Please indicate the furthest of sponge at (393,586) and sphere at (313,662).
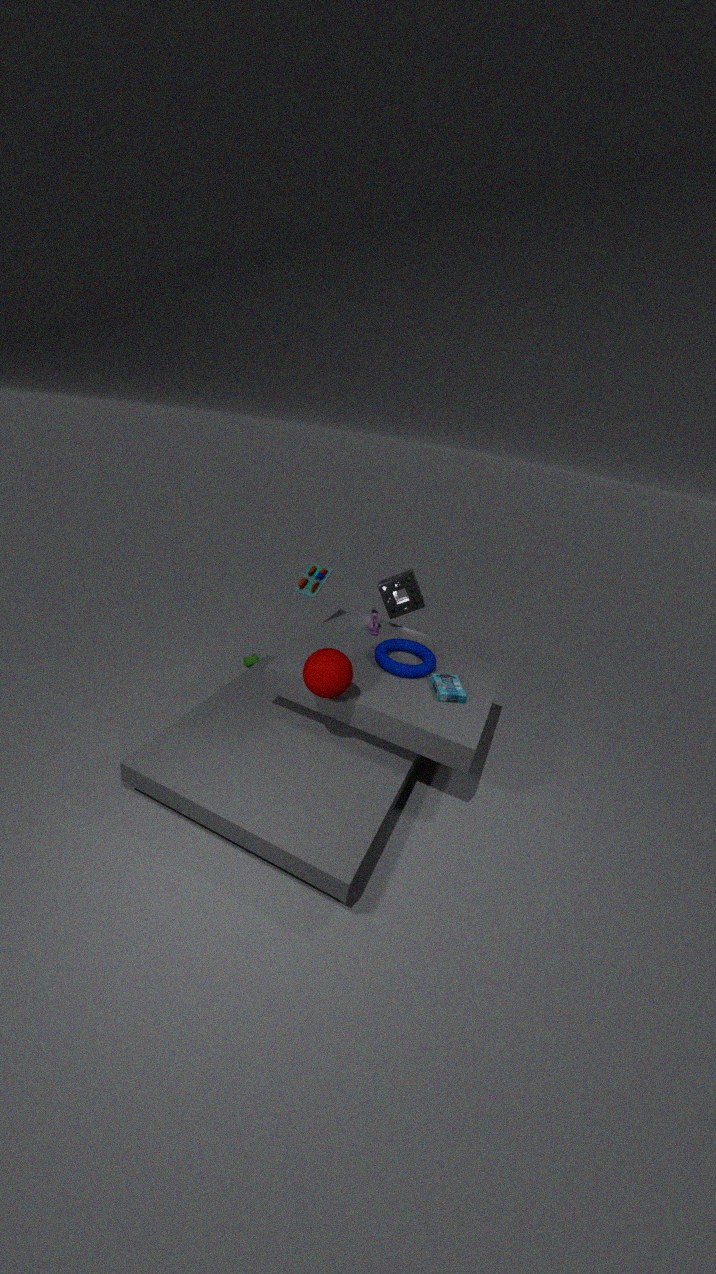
sponge at (393,586)
